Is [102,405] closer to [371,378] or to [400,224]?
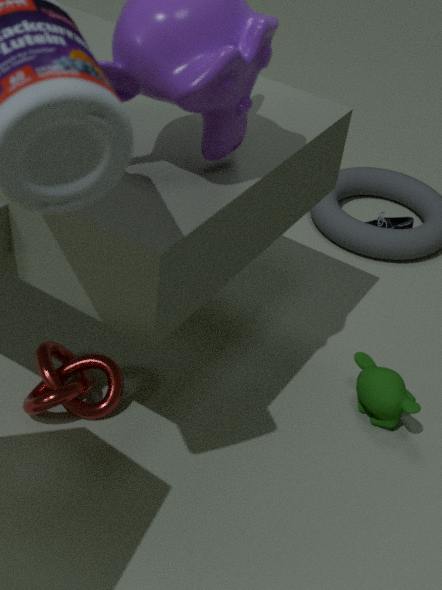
[371,378]
